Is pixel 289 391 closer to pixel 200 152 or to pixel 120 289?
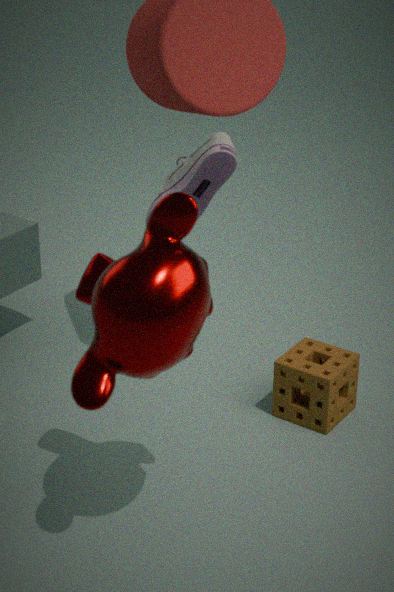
pixel 200 152
